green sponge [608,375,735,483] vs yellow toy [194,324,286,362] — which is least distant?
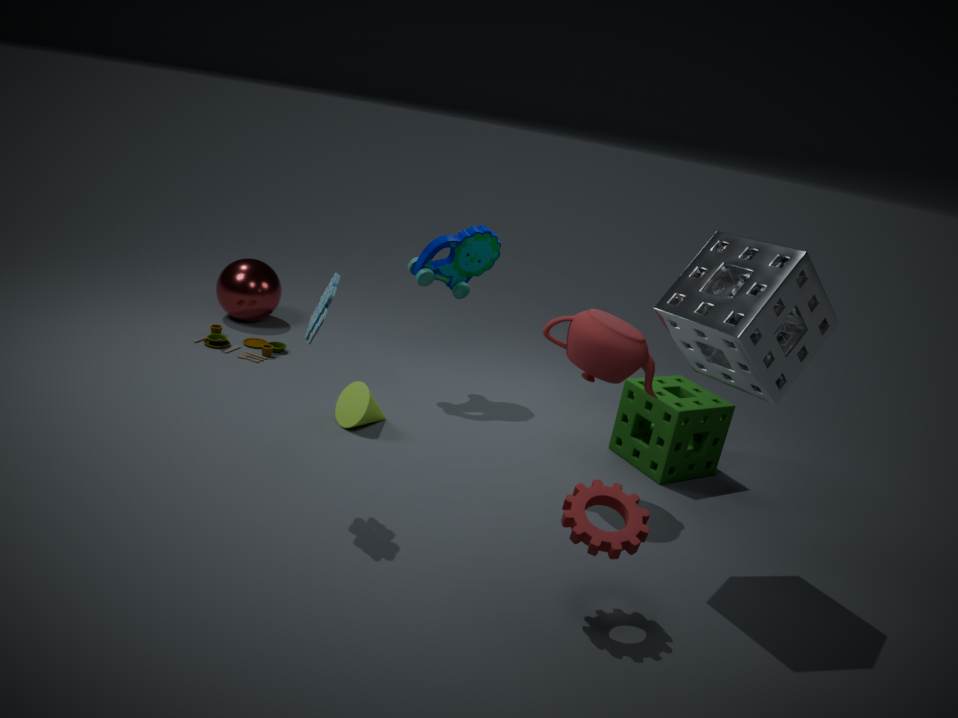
green sponge [608,375,735,483]
